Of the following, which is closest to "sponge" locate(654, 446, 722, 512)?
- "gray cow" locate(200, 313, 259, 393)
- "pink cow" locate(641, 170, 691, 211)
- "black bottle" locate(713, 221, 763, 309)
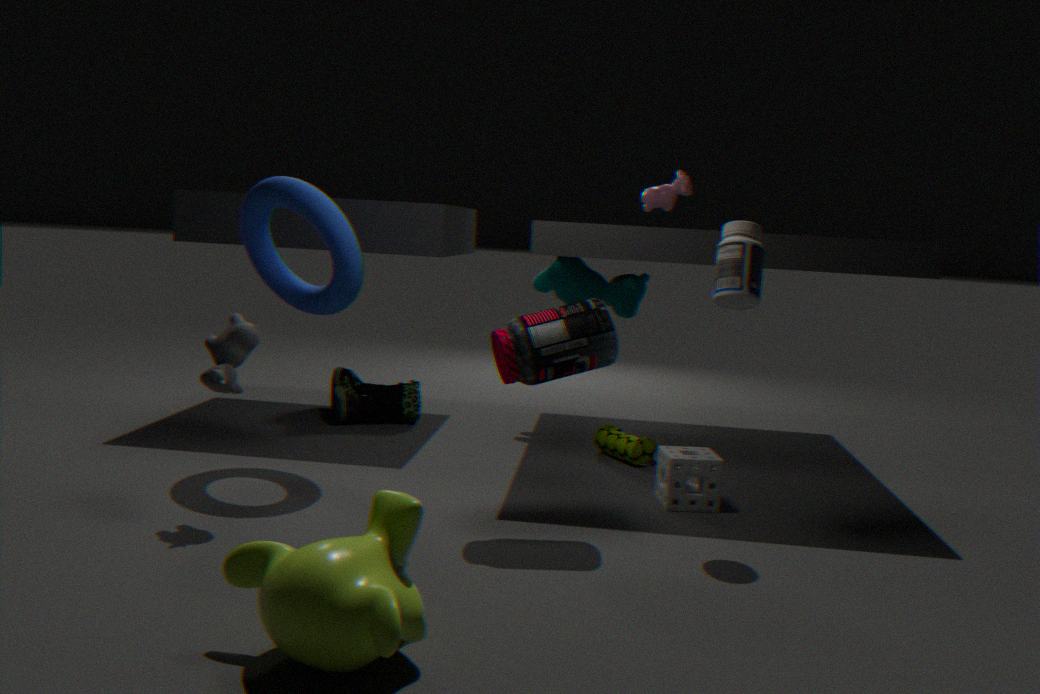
"black bottle" locate(713, 221, 763, 309)
